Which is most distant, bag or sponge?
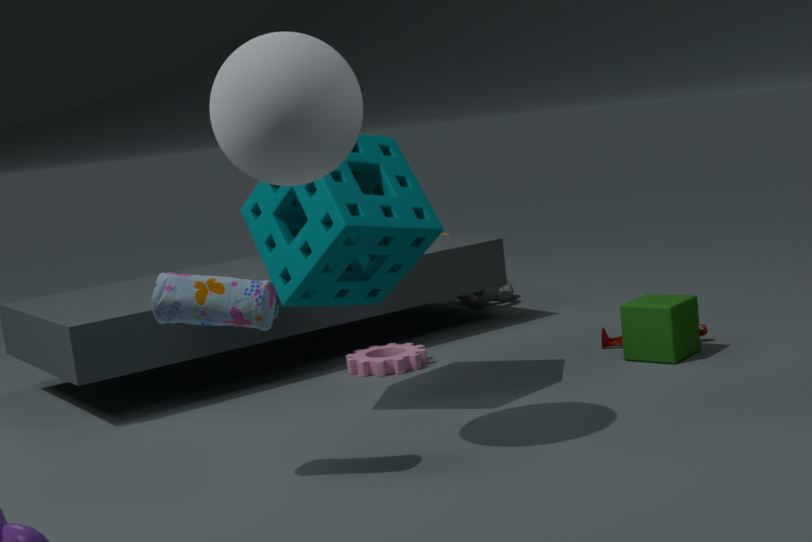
sponge
